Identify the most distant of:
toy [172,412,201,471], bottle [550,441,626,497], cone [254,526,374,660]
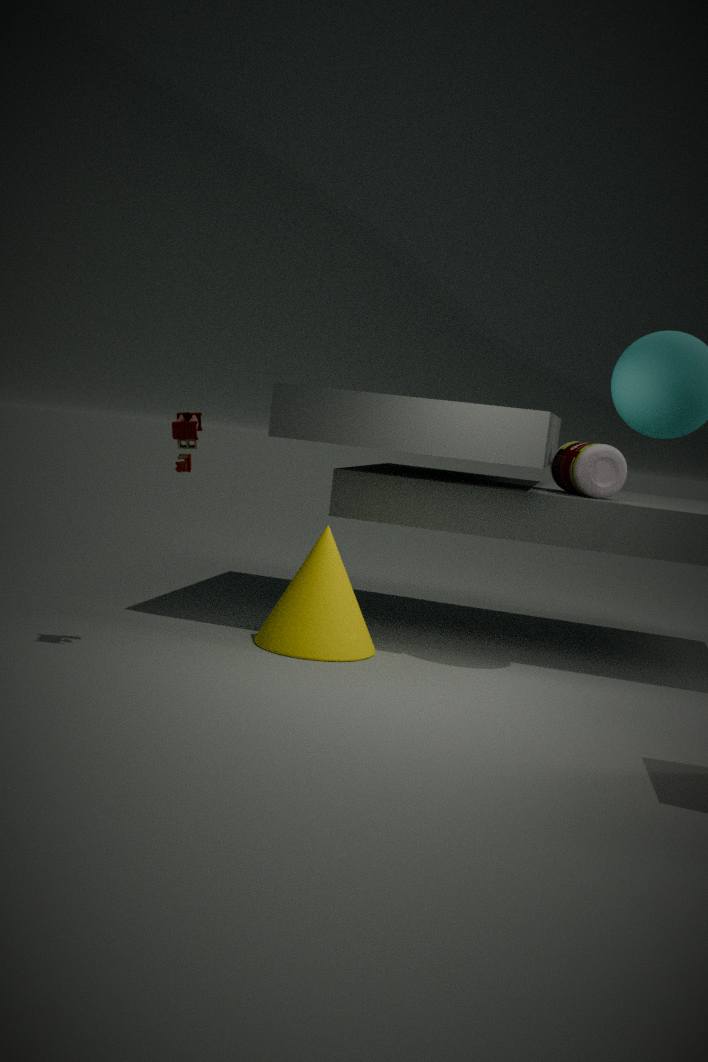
bottle [550,441,626,497]
